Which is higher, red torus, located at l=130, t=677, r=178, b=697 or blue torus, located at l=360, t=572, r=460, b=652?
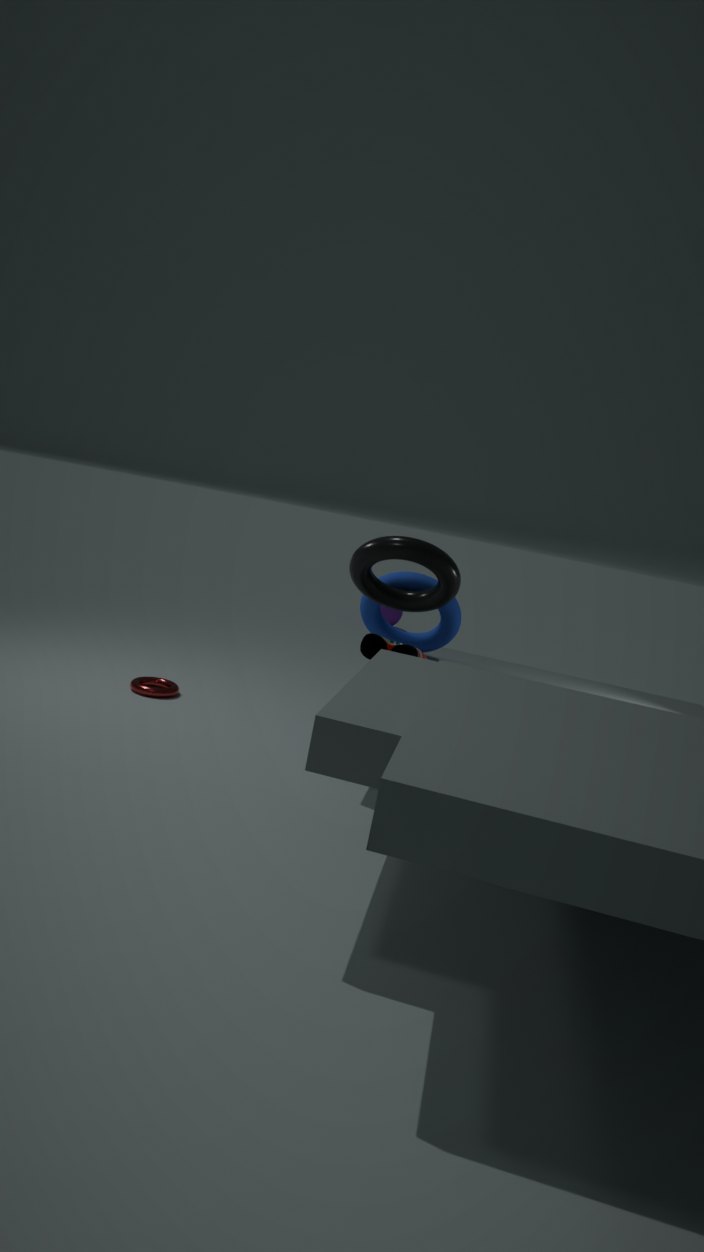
blue torus, located at l=360, t=572, r=460, b=652
